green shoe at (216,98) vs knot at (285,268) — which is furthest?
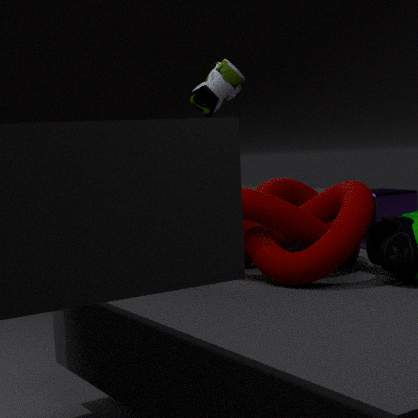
green shoe at (216,98)
